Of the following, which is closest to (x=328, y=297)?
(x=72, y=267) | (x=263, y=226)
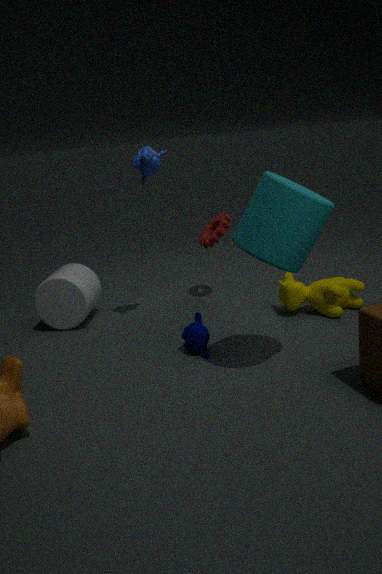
(x=263, y=226)
